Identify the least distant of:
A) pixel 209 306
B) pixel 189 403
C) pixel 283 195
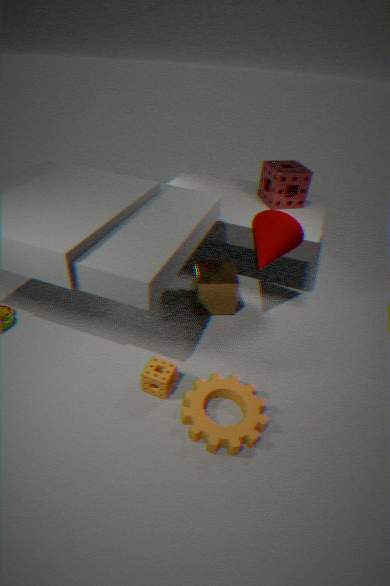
pixel 189 403
